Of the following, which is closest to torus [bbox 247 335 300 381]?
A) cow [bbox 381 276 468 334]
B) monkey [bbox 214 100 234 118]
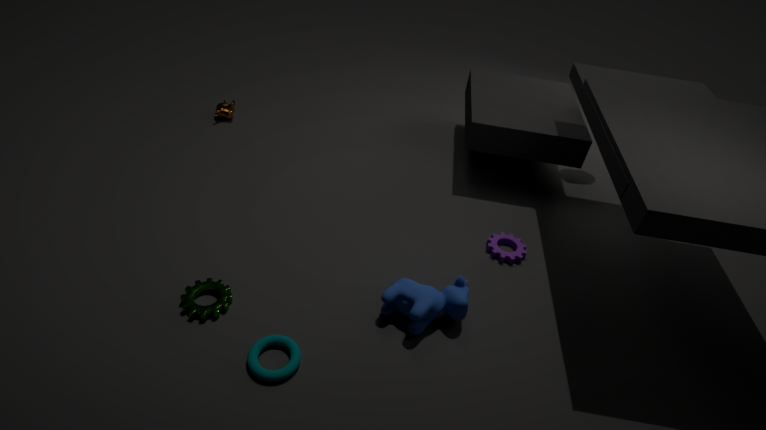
cow [bbox 381 276 468 334]
